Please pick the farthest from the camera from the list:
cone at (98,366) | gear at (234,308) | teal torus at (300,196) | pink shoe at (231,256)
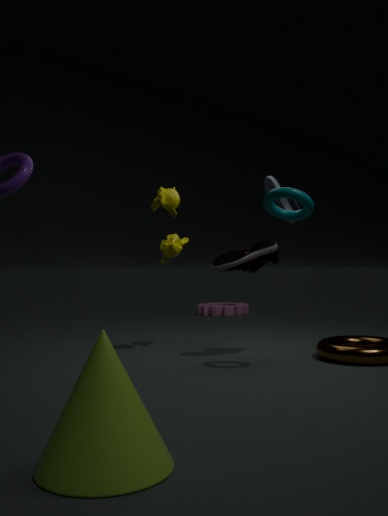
gear at (234,308)
